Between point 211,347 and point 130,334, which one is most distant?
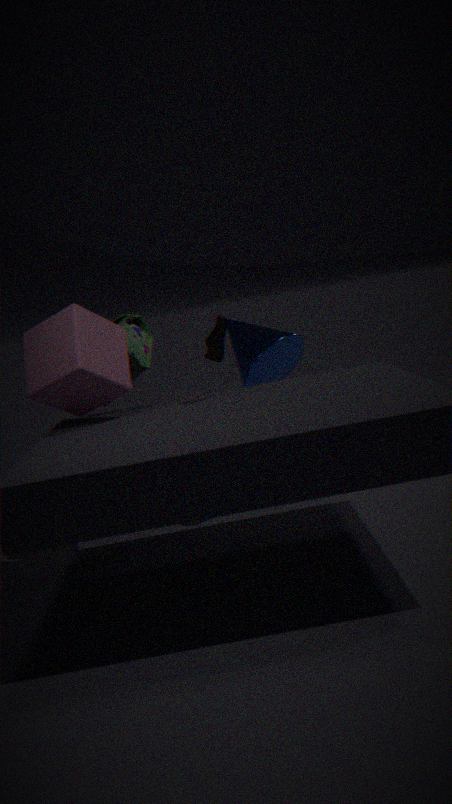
point 130,334
